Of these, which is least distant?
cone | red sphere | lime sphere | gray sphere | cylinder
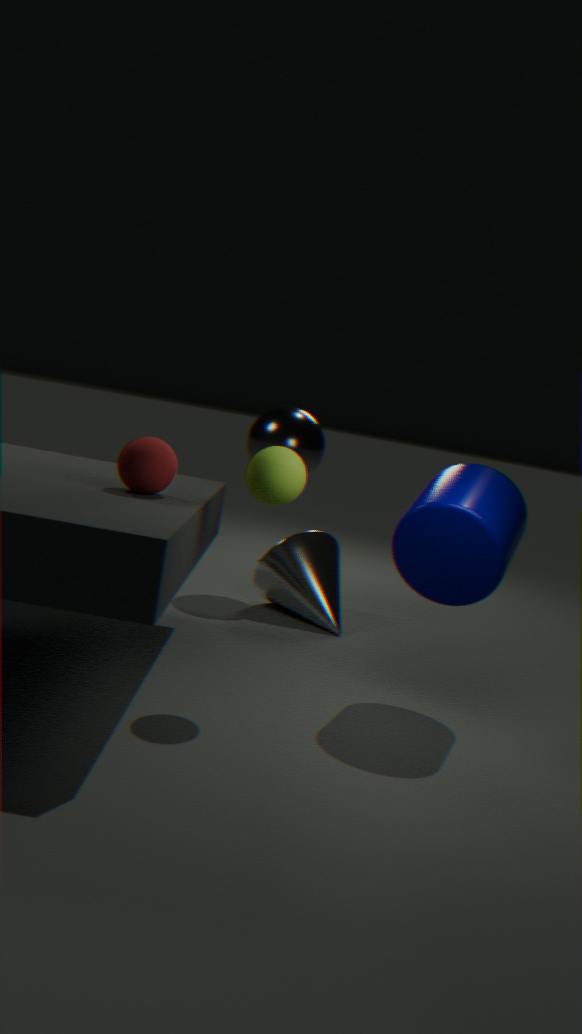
lime sphere
